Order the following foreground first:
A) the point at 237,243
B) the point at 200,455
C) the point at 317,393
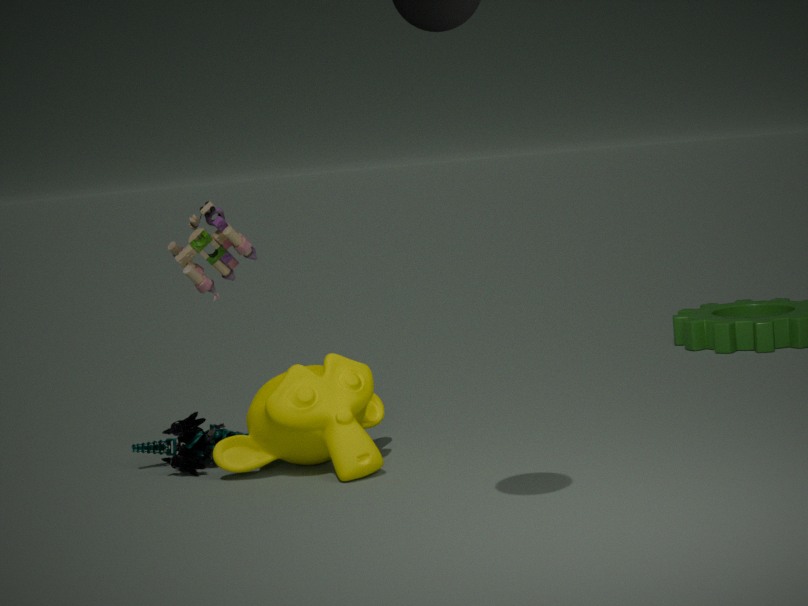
the point at 317,393 < the point at 237,243 < the point at 200,455
